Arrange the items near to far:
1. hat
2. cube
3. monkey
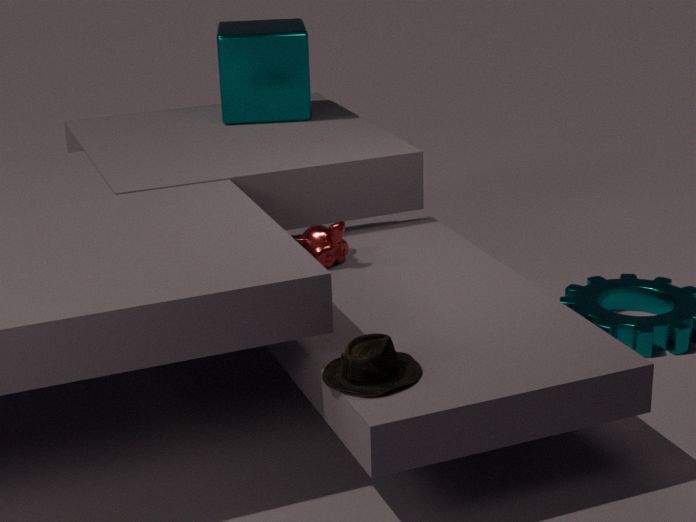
hat → monkey → cube
